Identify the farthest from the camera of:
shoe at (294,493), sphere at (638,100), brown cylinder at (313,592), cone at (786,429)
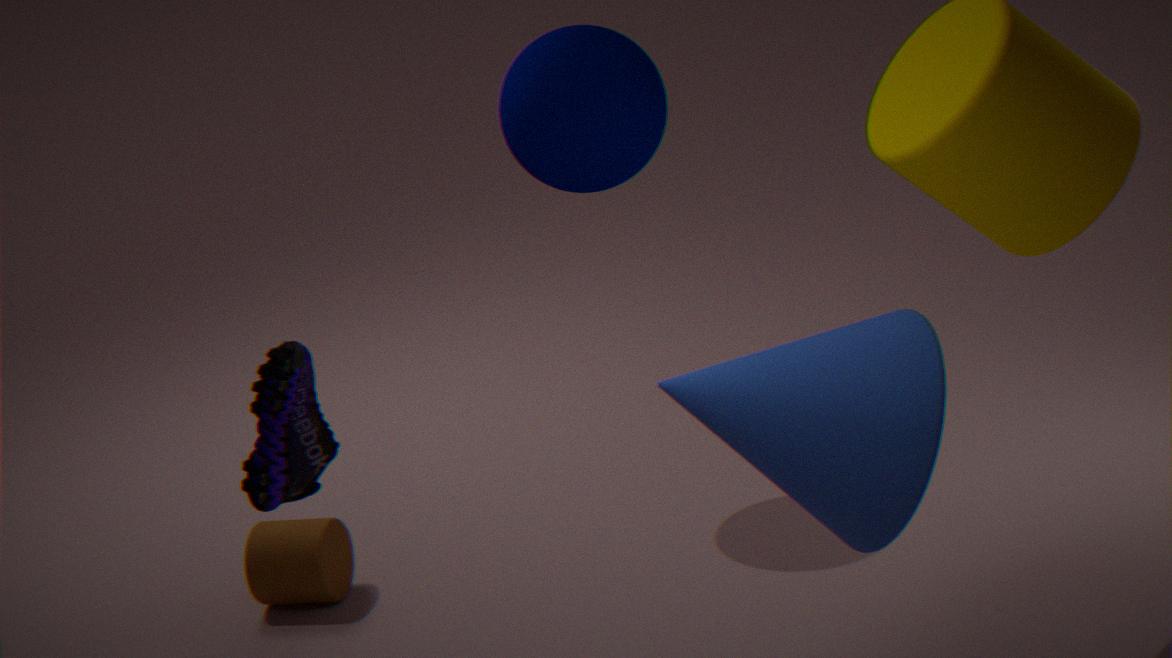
brown cylinder at (313,592)
